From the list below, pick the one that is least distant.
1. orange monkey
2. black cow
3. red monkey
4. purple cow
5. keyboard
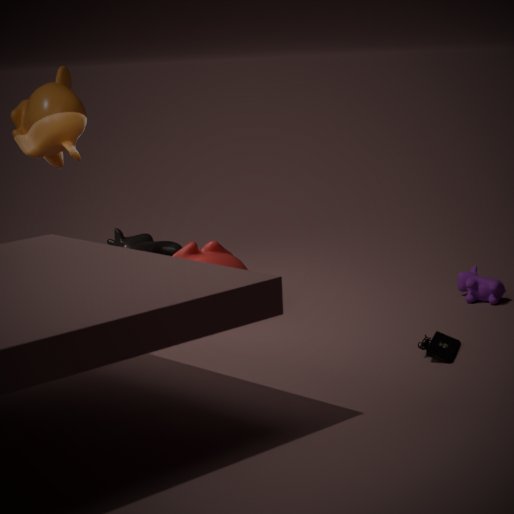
keyboard
